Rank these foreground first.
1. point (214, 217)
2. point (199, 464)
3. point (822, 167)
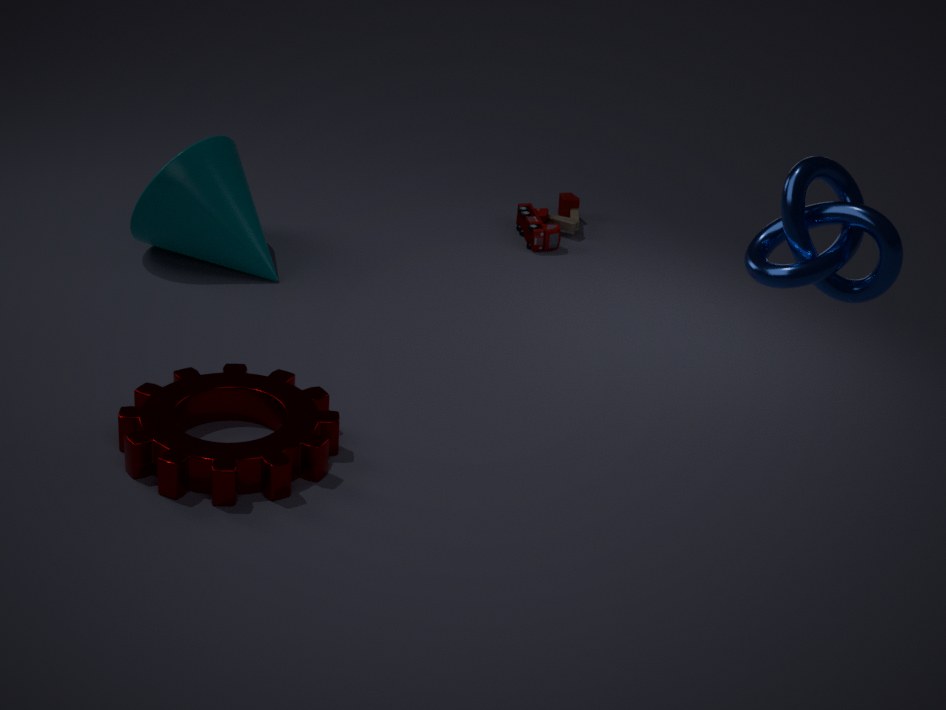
point (822, 167) → point (199, 464) → point (214, 217)
